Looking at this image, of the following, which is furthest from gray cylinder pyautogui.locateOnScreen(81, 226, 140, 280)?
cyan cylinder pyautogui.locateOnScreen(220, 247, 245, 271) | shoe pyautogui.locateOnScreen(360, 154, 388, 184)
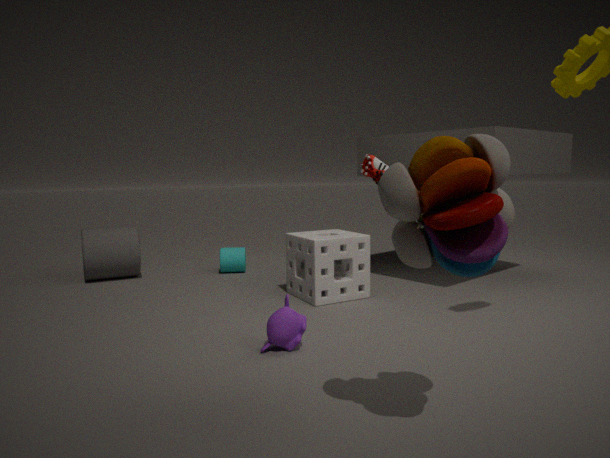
shoe pyautogui.locateOnScreen(360, 154, 388, 184)
